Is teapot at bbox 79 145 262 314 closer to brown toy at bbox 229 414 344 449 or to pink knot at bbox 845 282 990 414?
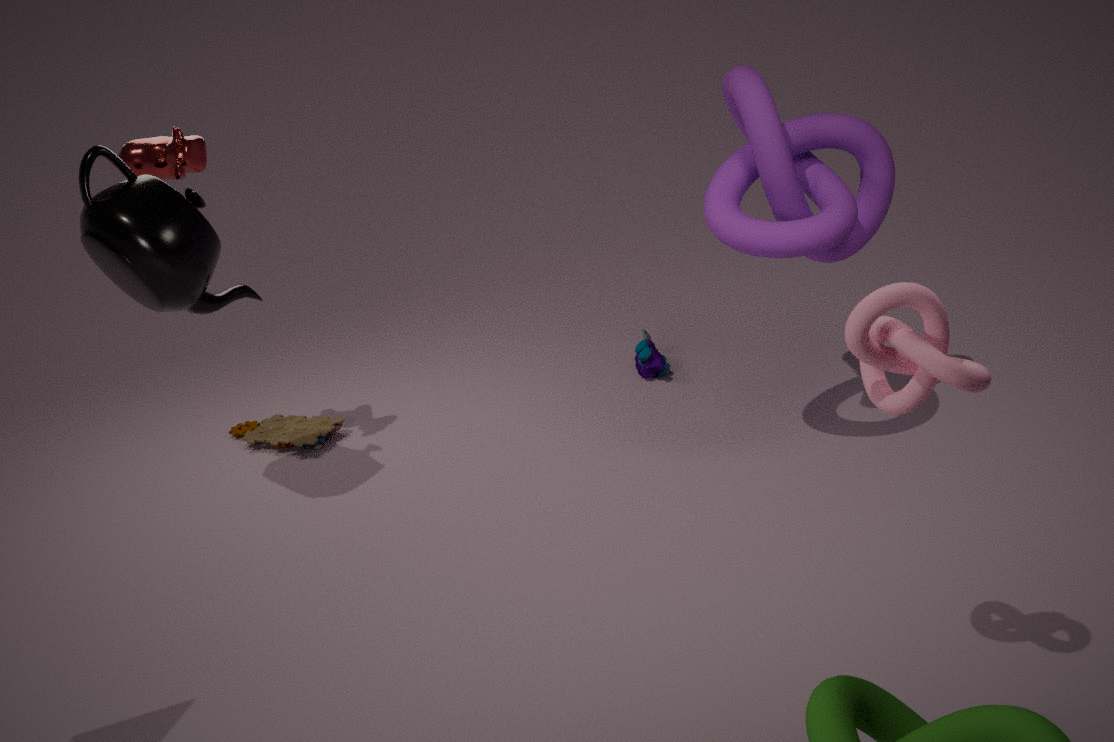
brown toy at bbox 229 414 344 449
